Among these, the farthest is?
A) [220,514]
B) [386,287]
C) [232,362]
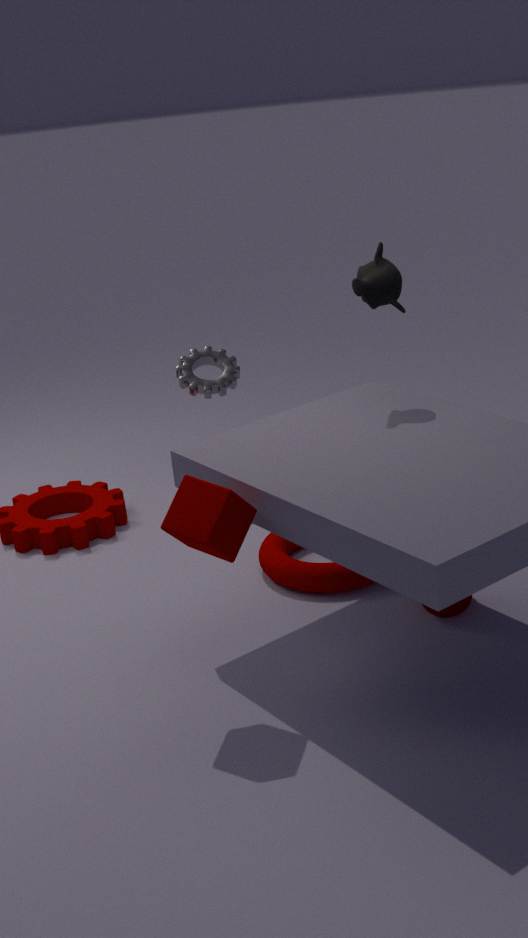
[232,362]
